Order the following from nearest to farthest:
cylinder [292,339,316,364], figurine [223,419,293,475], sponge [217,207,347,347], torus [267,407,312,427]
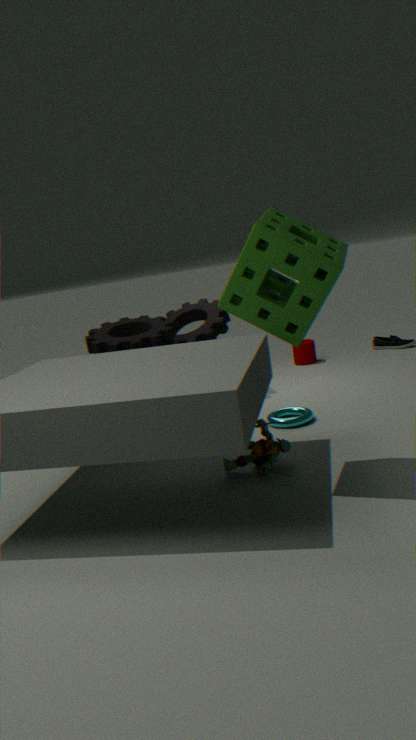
sponge [217,207,347,347] < figurine [223,419,293,475] < torus [267,407,312,427] < cylinder [292,339,316,364]
